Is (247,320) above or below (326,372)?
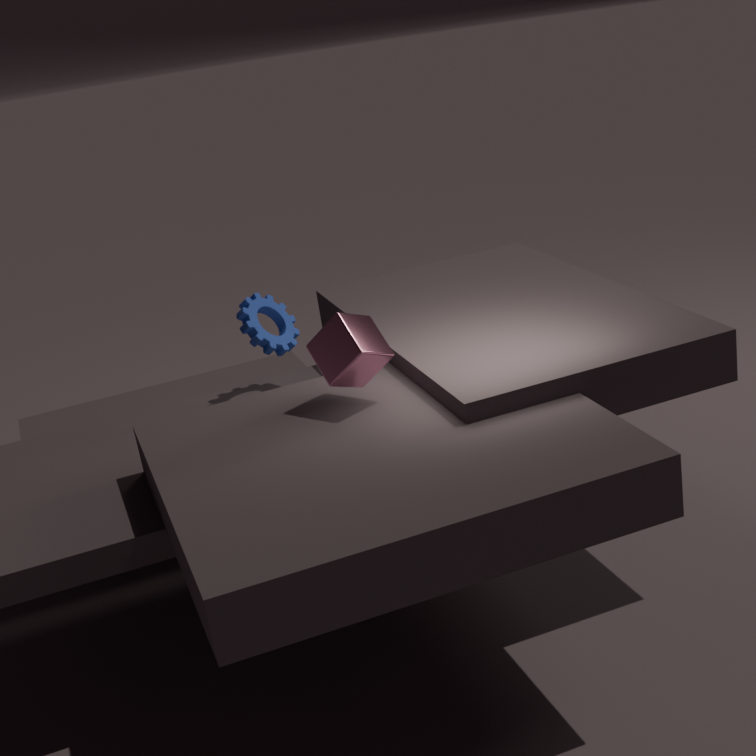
below
